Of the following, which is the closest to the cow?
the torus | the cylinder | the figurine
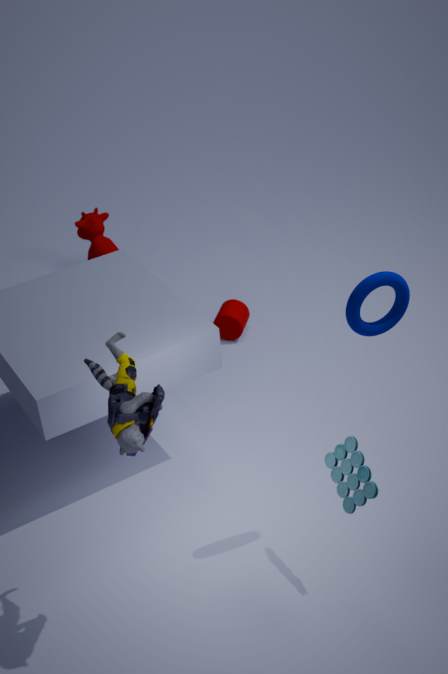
the cylinder
